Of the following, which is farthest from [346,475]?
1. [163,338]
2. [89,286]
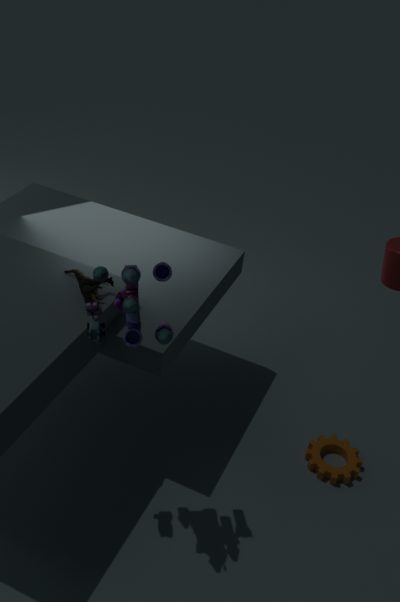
[89,286]
